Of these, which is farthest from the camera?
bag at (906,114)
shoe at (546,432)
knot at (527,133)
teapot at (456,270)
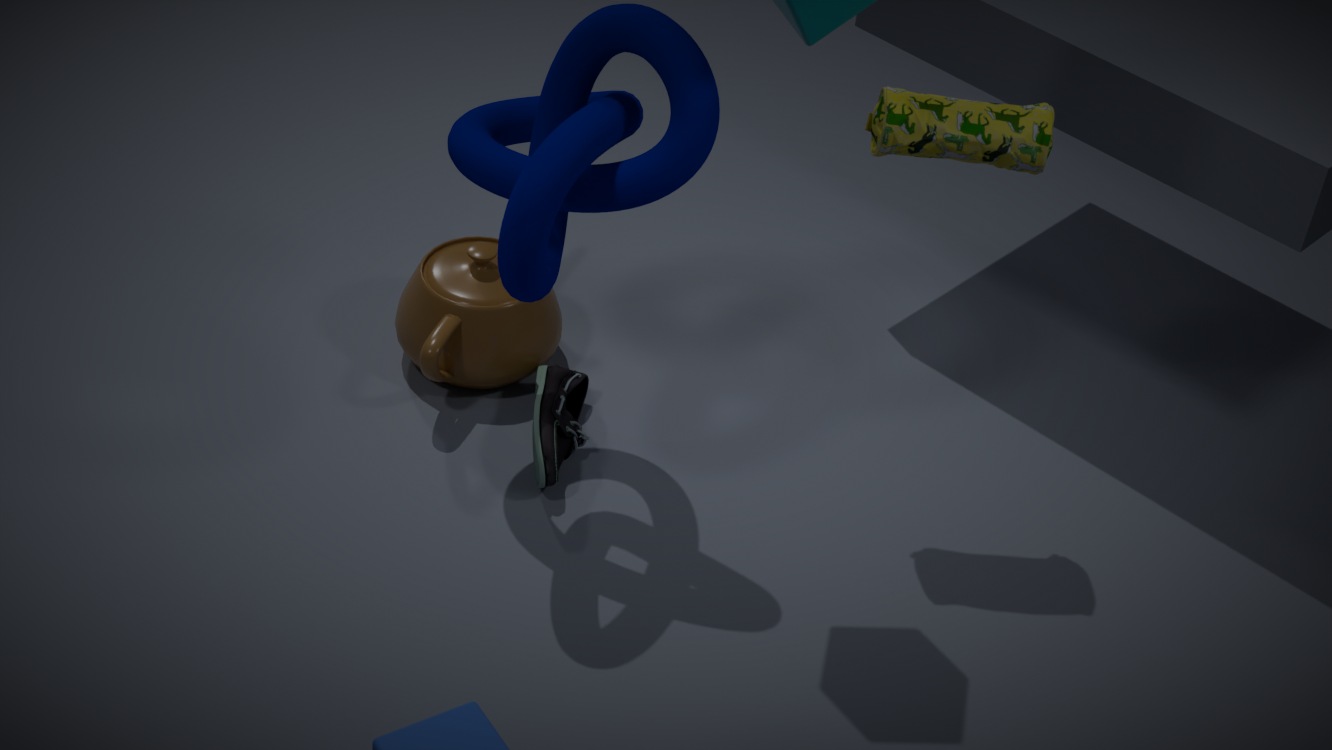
teapot at (456,270)
